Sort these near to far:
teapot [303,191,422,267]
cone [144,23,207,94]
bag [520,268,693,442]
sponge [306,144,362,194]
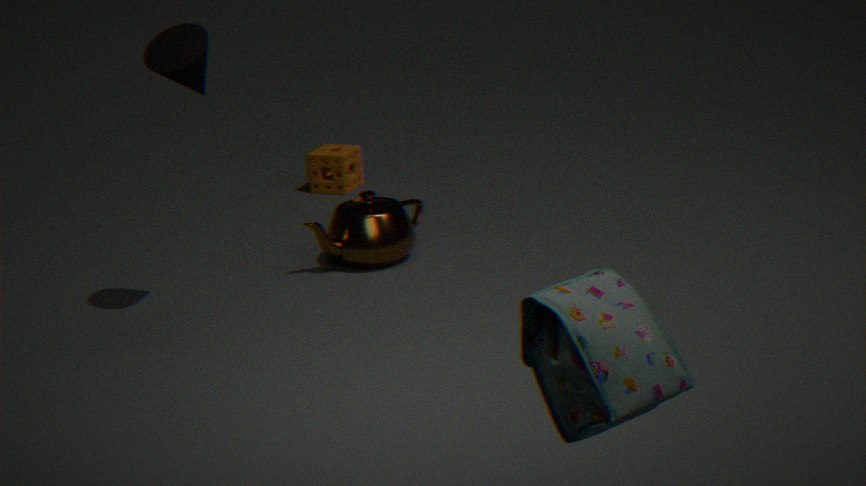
bag [520,268,693,442]
cone [144,23,207,94]
teapot [303,191,422,267]
sponge [306,144,362,194]
